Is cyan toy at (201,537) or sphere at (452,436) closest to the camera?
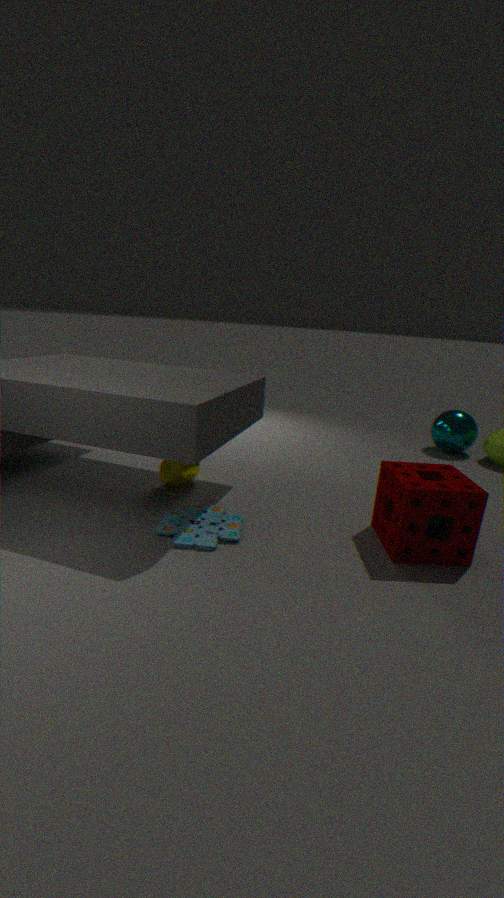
cyan toy at (201,537)
